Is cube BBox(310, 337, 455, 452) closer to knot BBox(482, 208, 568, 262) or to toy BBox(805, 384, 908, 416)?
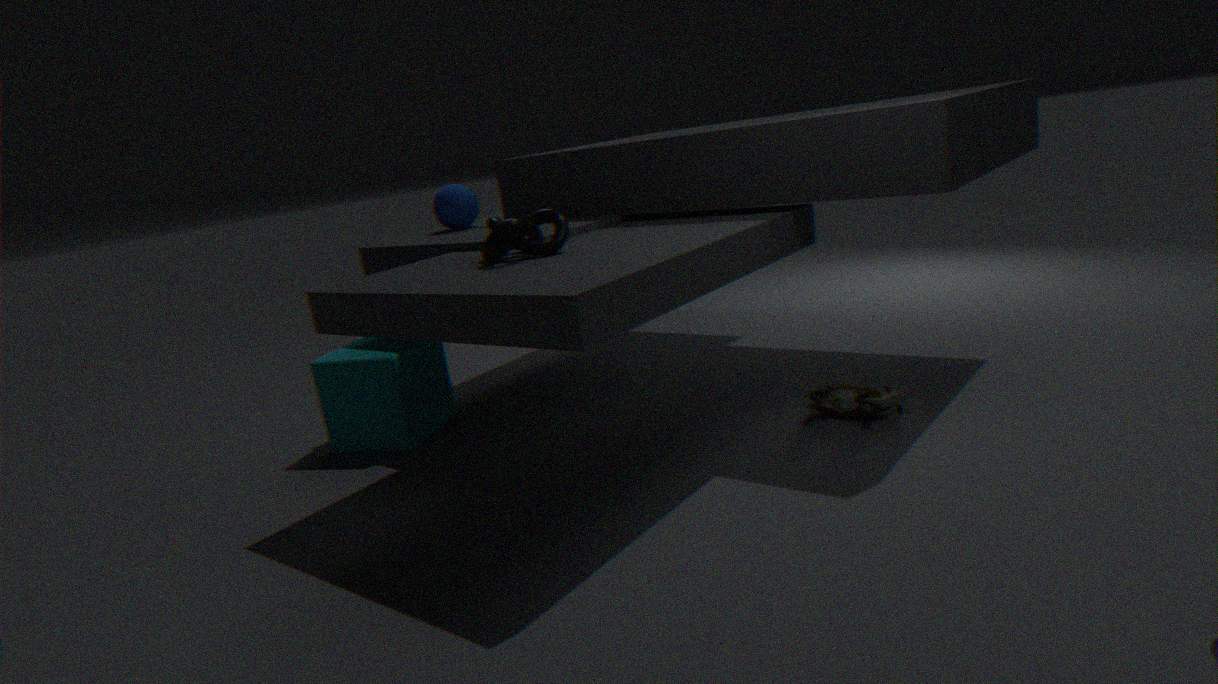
knot BBox(482, 208, 568, 262)
